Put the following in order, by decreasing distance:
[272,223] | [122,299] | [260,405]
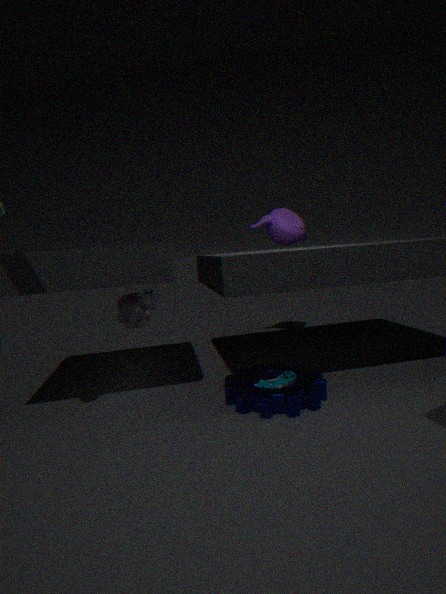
1. [272,223]
2. [122,299]
3. [260,405]
